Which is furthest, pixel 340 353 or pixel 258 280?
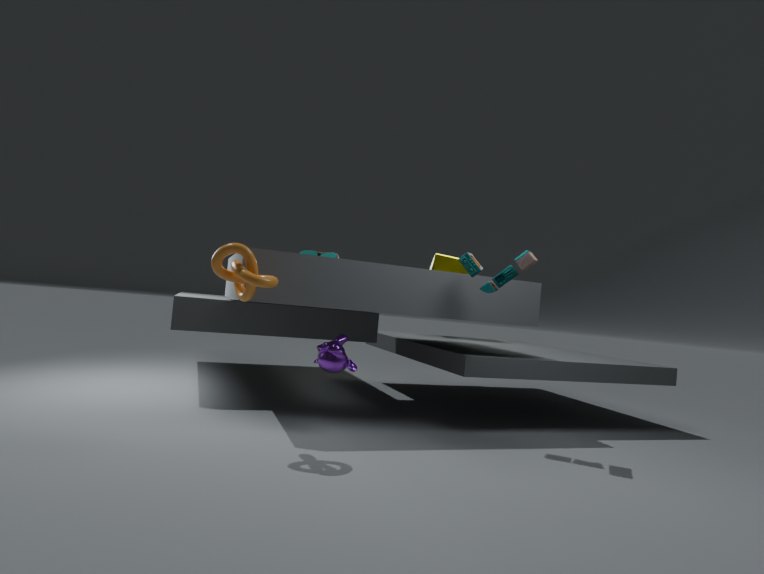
pixel 340 353
